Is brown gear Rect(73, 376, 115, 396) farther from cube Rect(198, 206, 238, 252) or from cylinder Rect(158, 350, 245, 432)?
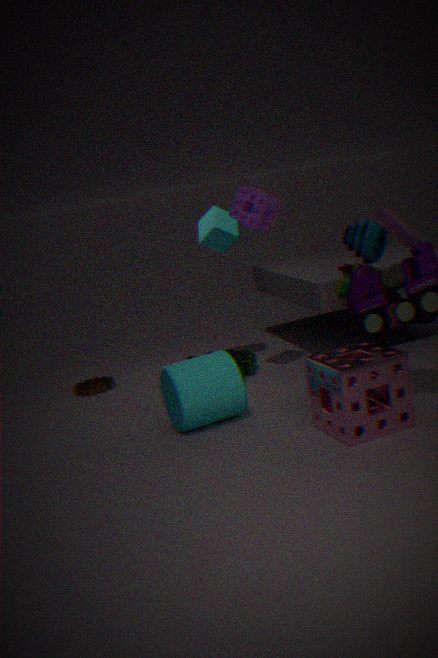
cube Rect(198, 206, 238, 252)
